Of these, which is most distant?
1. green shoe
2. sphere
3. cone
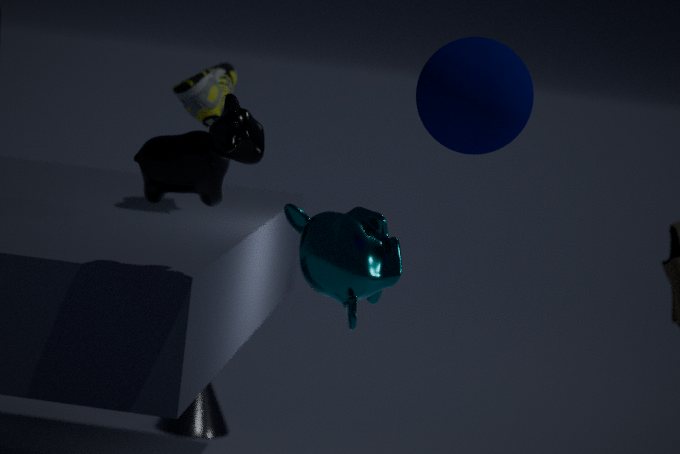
cone
